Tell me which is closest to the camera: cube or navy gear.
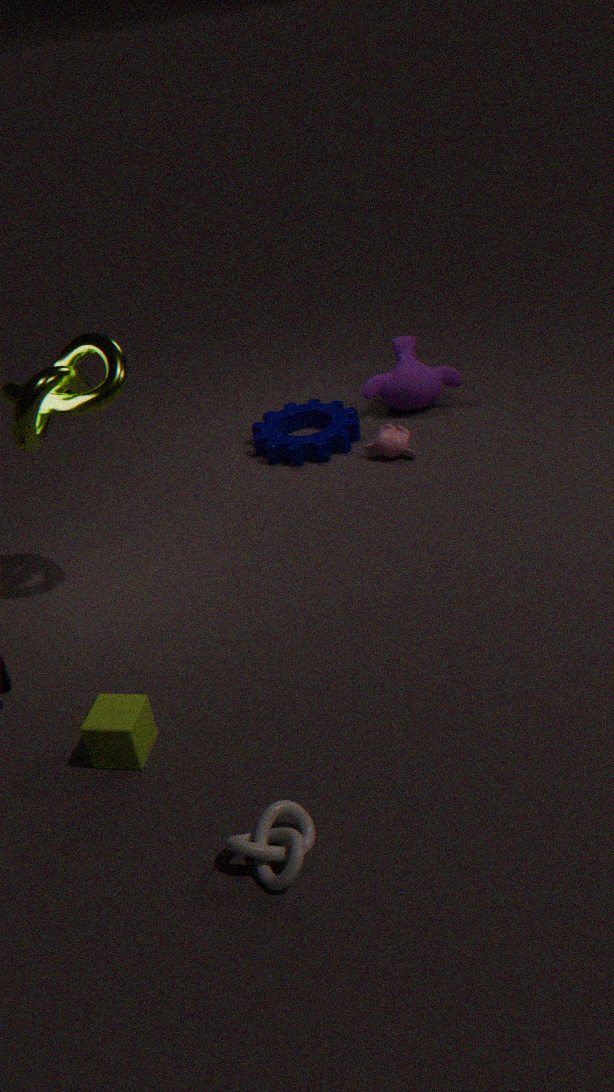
cube
